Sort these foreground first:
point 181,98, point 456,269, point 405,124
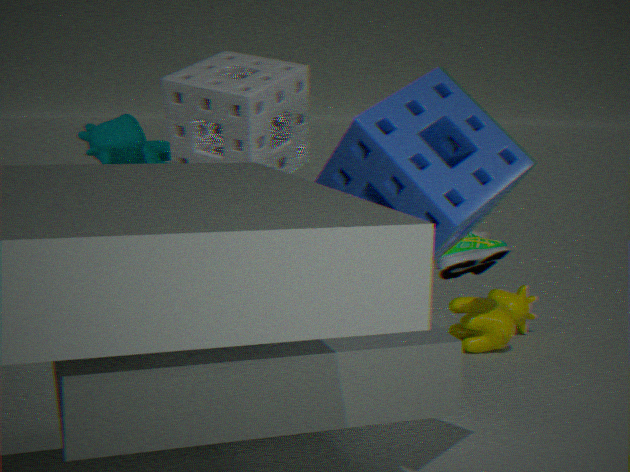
point 405,124
point 181,98
point 456,269
